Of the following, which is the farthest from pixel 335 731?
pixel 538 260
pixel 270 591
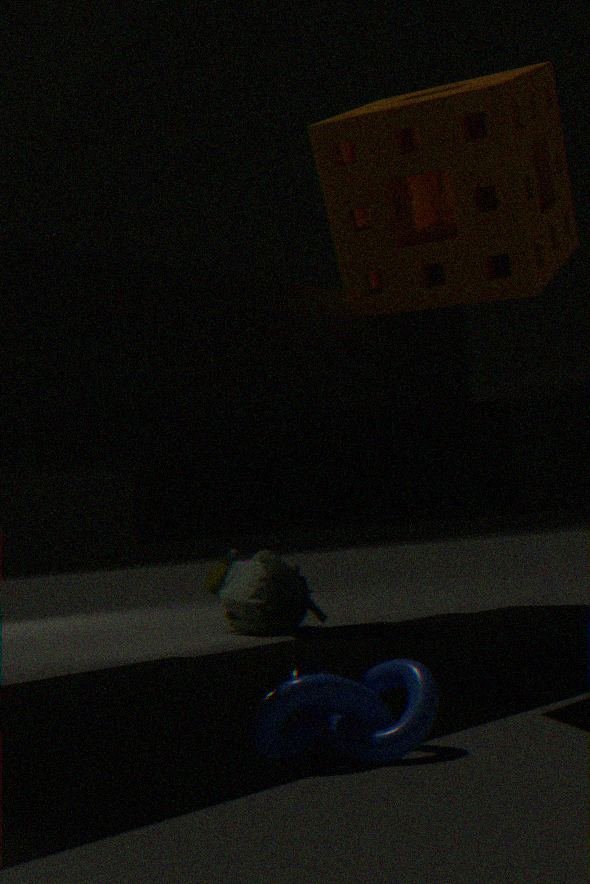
pixel 270 591
